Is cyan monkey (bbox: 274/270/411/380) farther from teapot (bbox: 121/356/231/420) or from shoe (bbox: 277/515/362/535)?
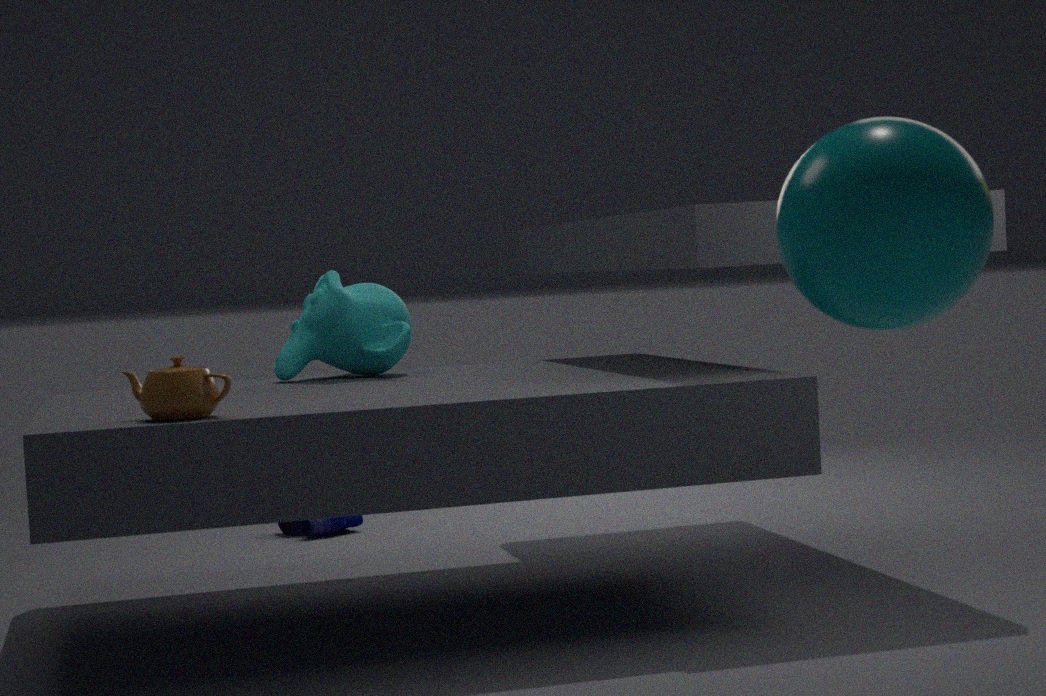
teapot (bbox: 121/356/231/420)
